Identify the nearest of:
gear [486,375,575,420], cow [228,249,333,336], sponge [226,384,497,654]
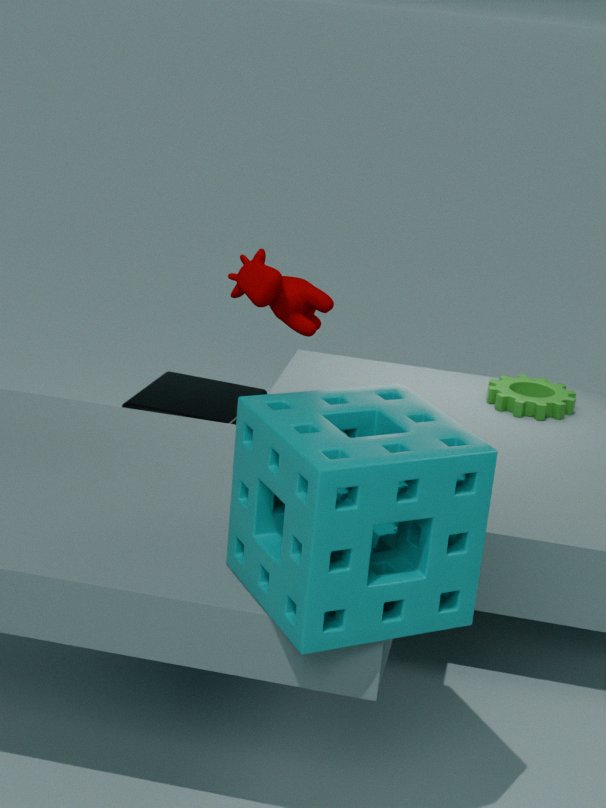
Answer: sponge [226,384,497,654]
